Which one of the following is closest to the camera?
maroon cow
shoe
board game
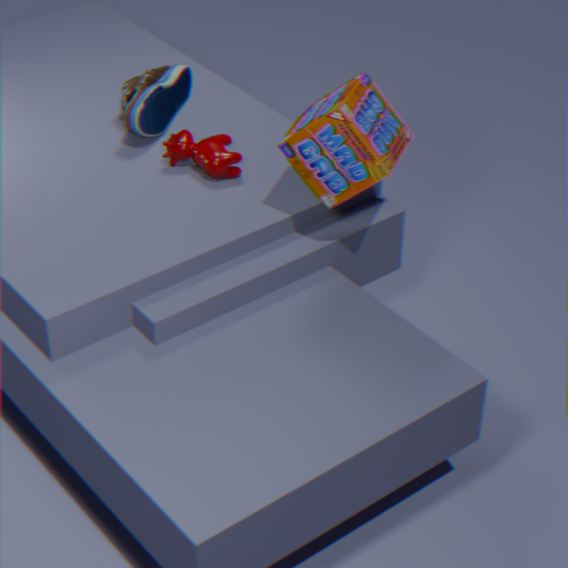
board game
